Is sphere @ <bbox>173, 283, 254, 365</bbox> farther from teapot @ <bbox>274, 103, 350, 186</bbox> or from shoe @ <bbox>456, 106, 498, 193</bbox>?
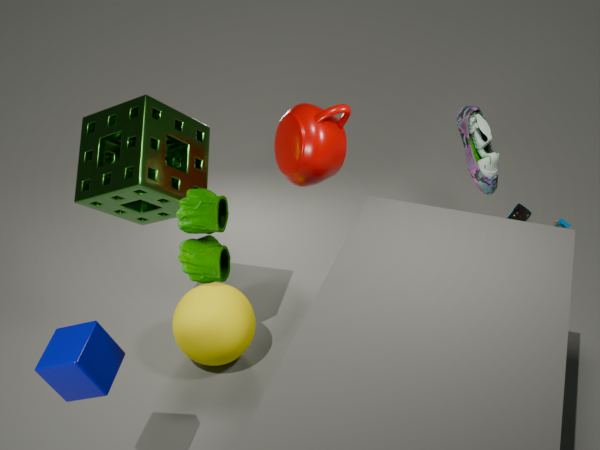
shoe @ <bbox>456, 106, 498, 193</bbox>
